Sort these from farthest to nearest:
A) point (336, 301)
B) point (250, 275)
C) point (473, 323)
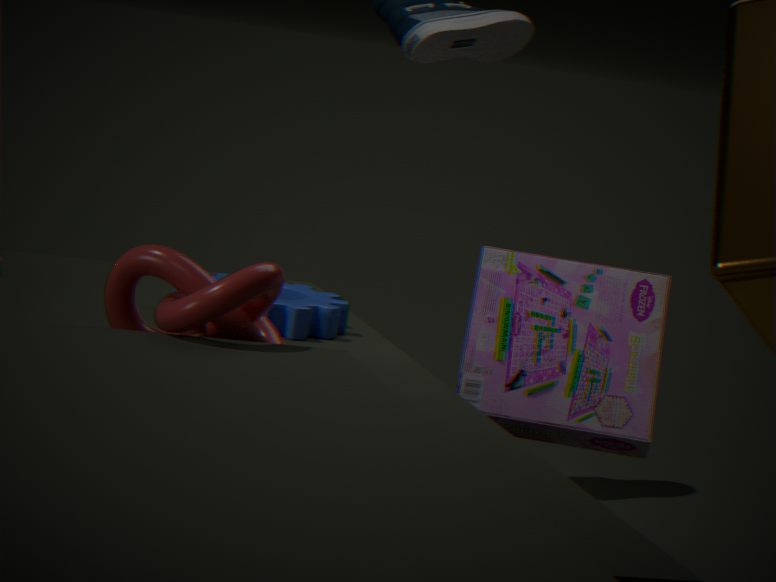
point (336, 301) → point (473, 323) → point (250, 275)
